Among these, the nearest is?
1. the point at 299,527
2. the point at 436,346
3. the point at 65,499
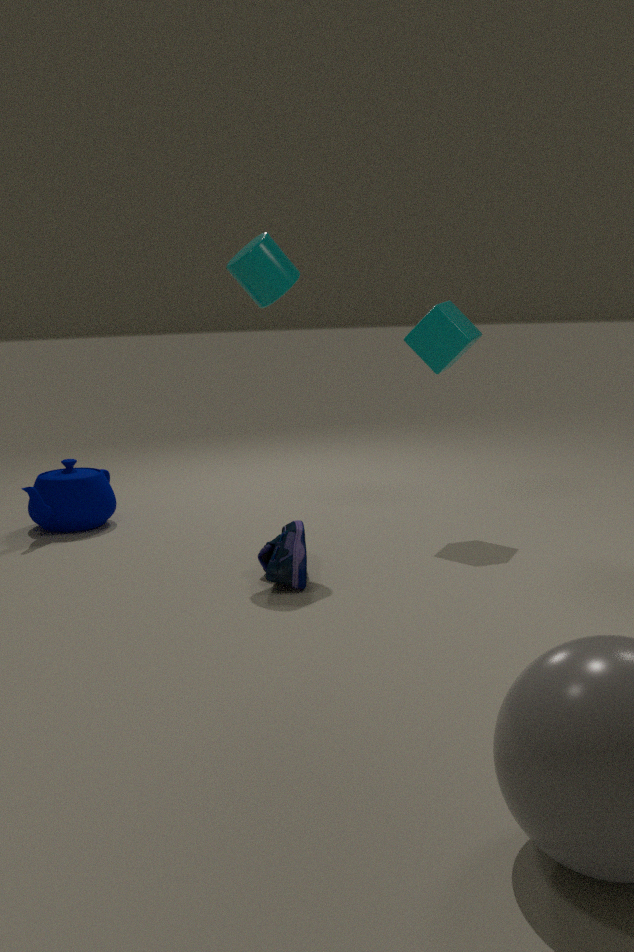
the point at 299,527
